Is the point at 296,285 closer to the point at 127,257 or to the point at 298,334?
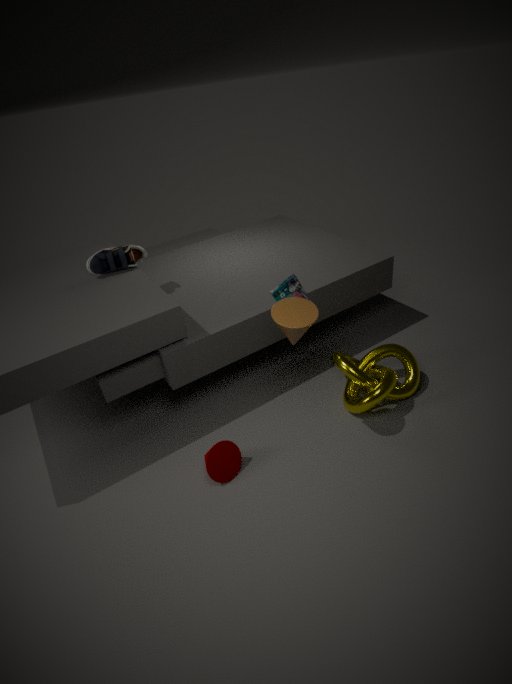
the point at 298,334
